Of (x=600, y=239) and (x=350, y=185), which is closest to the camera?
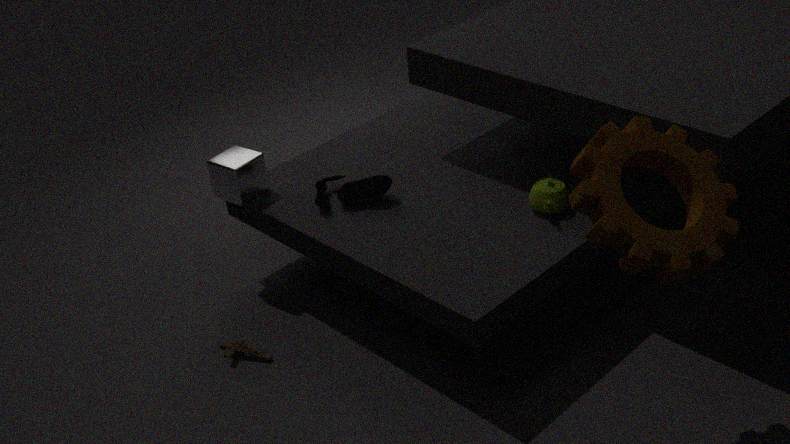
(x=600, y=239)
